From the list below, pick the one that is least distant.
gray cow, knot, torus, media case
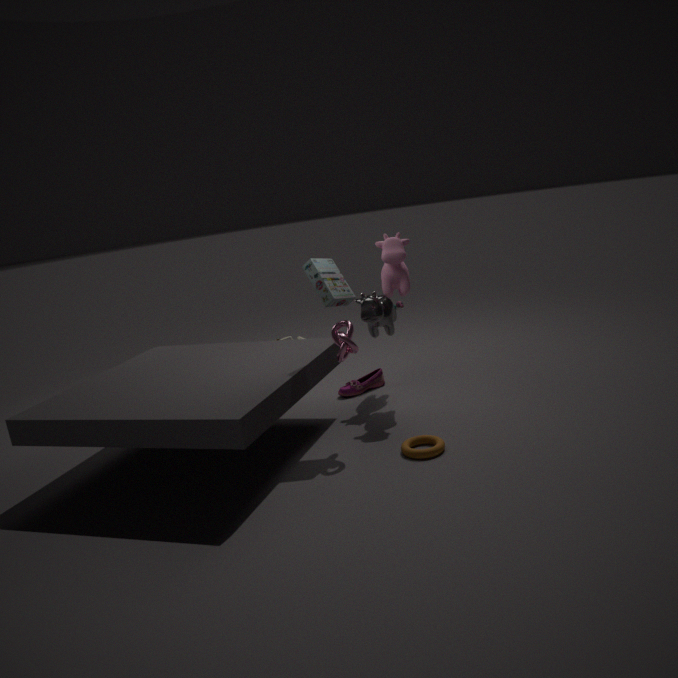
torus
